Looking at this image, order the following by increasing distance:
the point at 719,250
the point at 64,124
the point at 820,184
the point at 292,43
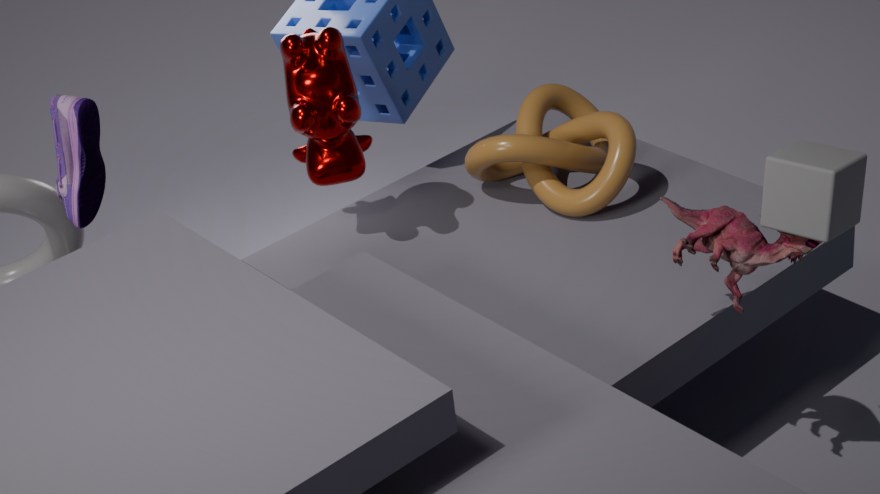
the point at 820,184, the point at 719,250, the point at 64,124, the point at 292,43
